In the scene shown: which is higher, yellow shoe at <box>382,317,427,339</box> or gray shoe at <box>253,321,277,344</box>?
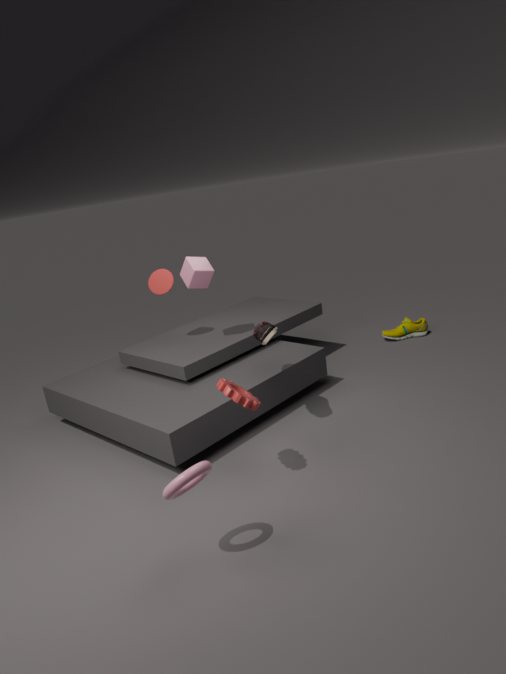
gray shoe at <box>253,321,277,344</box>
